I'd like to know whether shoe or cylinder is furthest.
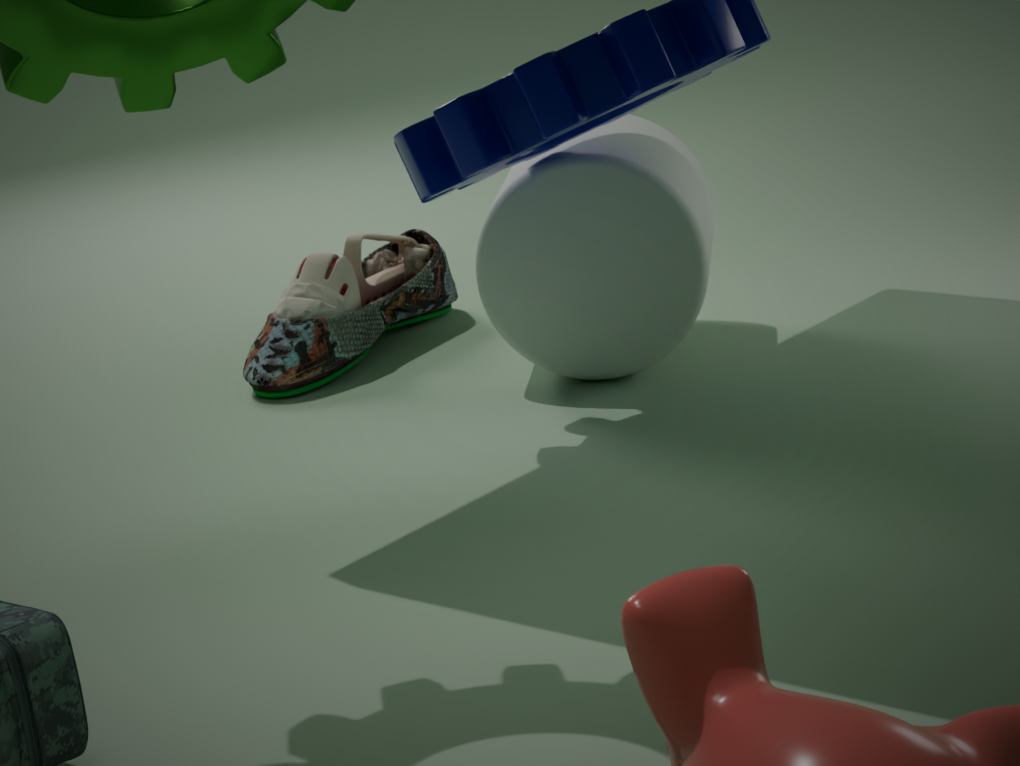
shoe
